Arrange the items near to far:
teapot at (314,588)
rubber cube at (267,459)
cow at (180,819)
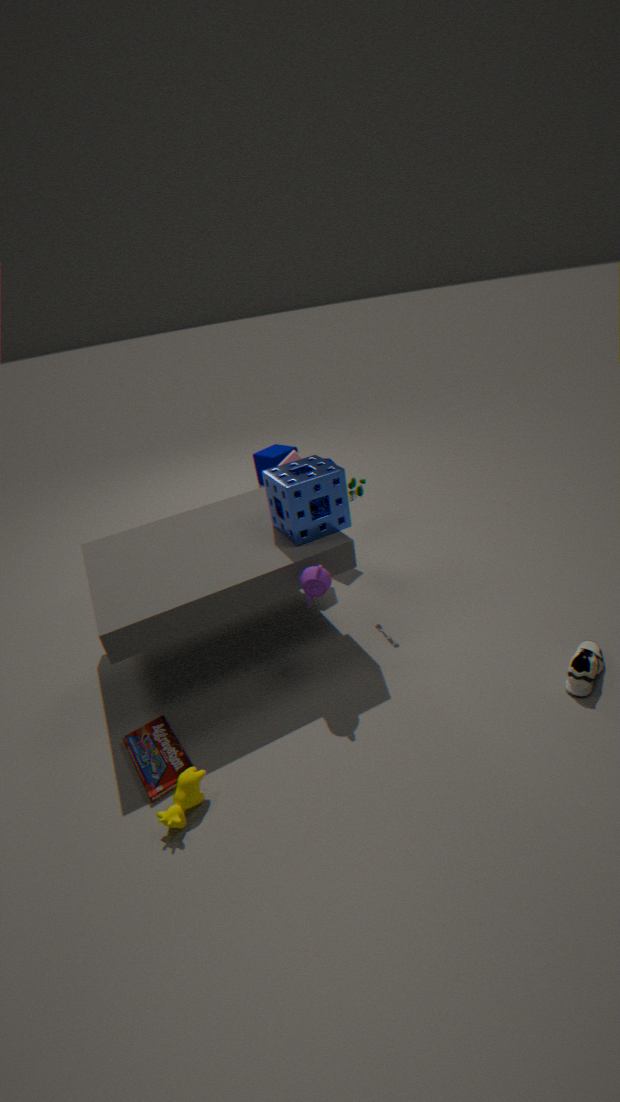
cow at (180,819)
teapot at (314,588)
rubber cube at (267,459)
